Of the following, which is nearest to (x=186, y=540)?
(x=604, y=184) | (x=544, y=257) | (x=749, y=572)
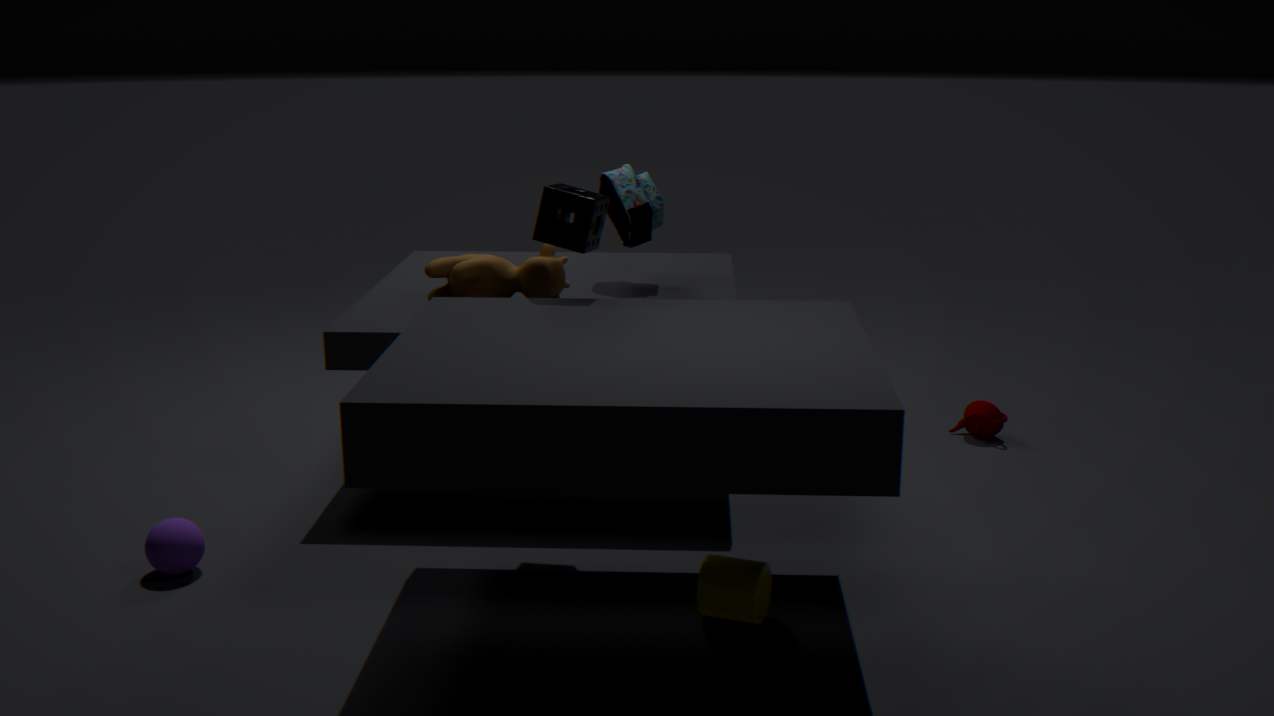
(x=544, y=257)
